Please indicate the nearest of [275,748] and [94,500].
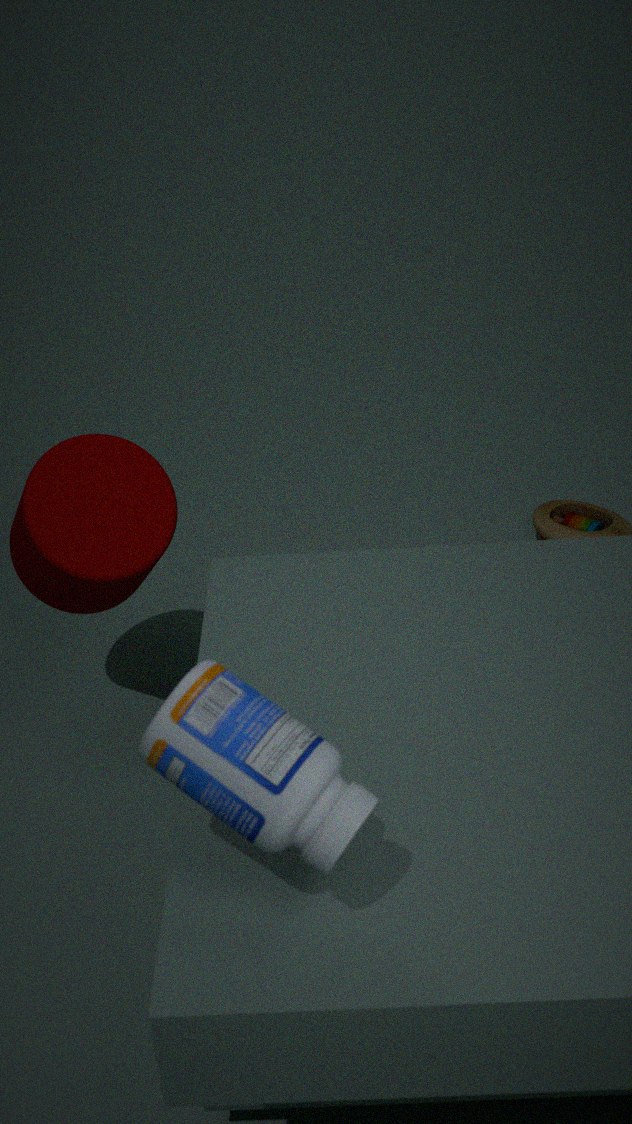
[275,748]
